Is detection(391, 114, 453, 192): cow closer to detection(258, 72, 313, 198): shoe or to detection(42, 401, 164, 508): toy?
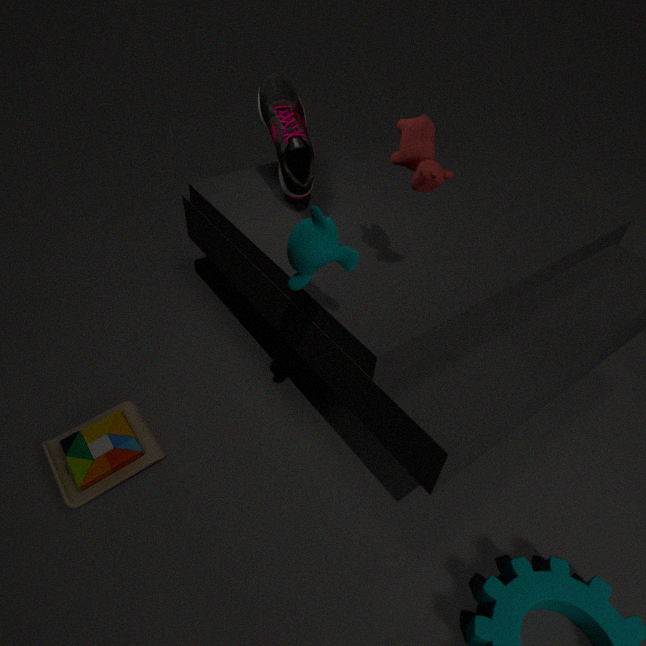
detection(258, 72, 313, 198): shoe
